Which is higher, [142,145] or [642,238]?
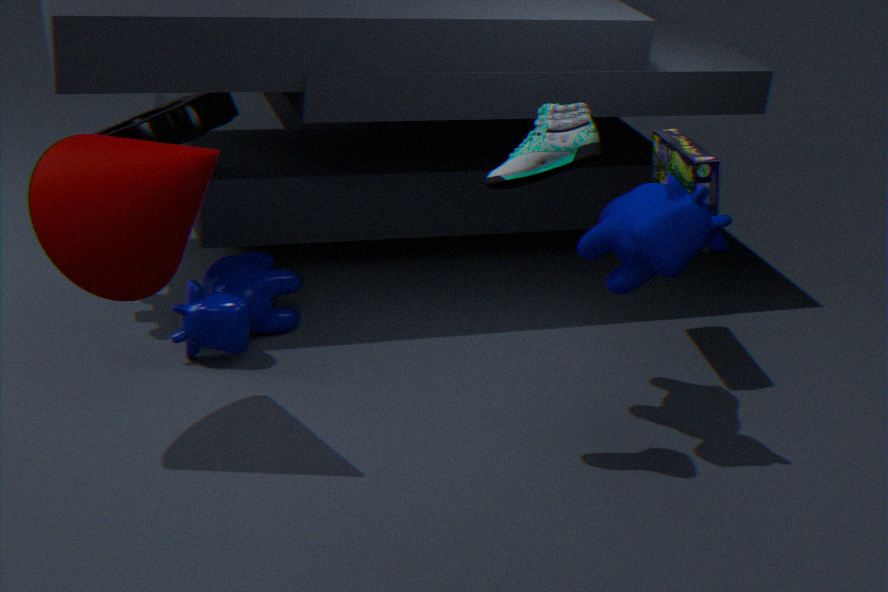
[142,145]
